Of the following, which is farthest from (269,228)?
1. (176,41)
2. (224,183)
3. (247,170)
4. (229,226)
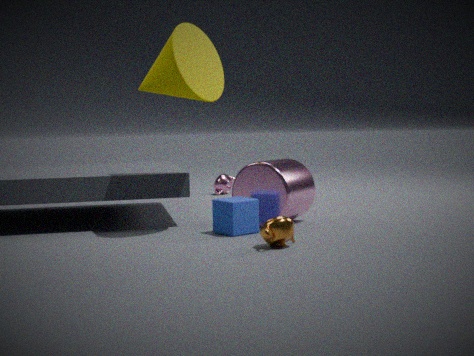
(224,183)
